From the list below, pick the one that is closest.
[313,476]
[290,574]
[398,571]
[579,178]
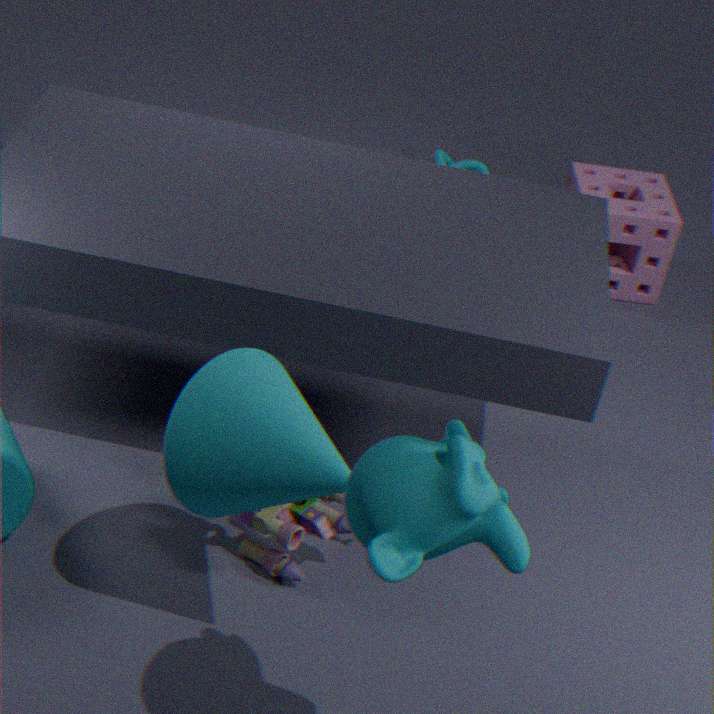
[398,571]
